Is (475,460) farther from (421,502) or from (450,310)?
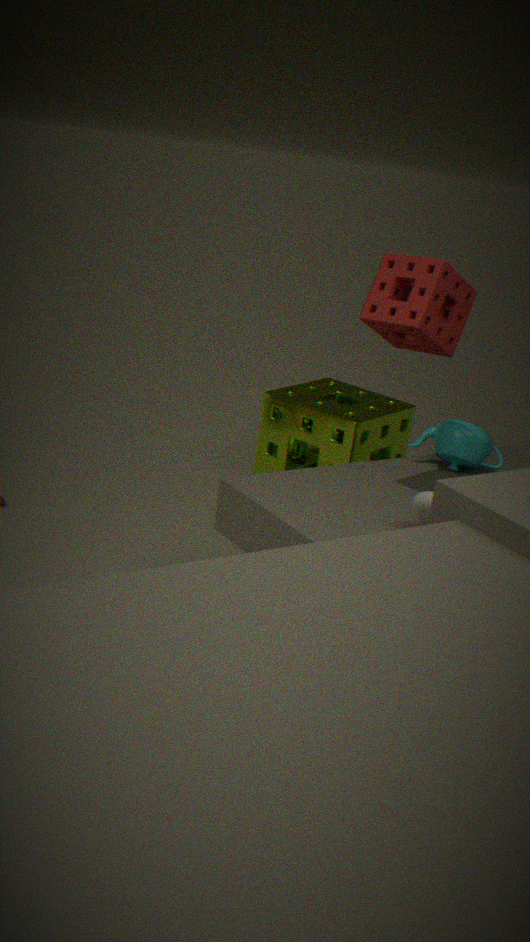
(421,502)
